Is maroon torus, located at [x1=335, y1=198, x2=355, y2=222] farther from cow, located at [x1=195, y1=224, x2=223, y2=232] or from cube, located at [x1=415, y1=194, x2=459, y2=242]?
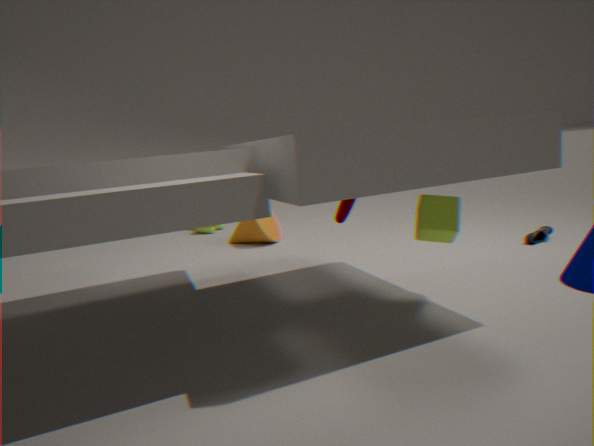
cow, located at [x1=195, y1=224, x2=223, y2=232]
